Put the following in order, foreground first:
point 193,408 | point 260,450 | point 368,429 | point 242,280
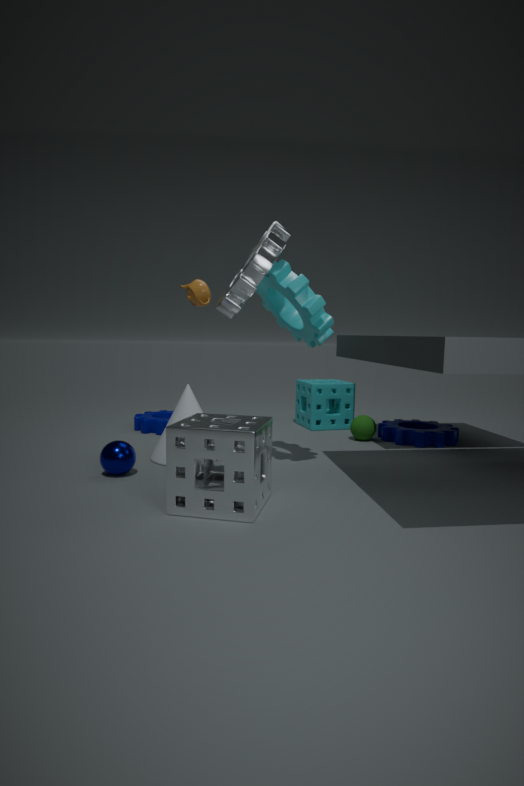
point 260,450 → point 242,280 → point 193,408 → point 368,429
